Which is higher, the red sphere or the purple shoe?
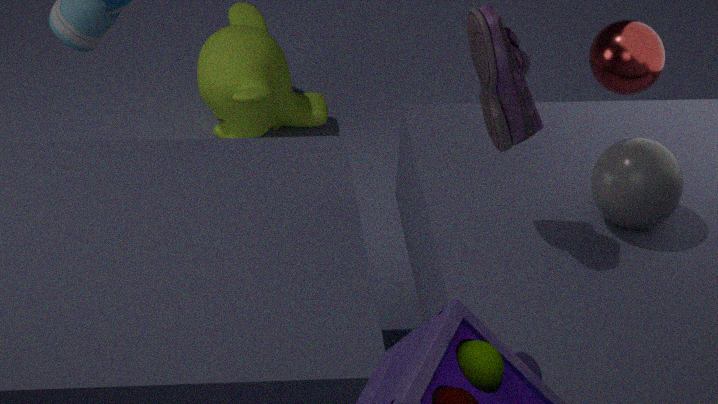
the purple shoe
